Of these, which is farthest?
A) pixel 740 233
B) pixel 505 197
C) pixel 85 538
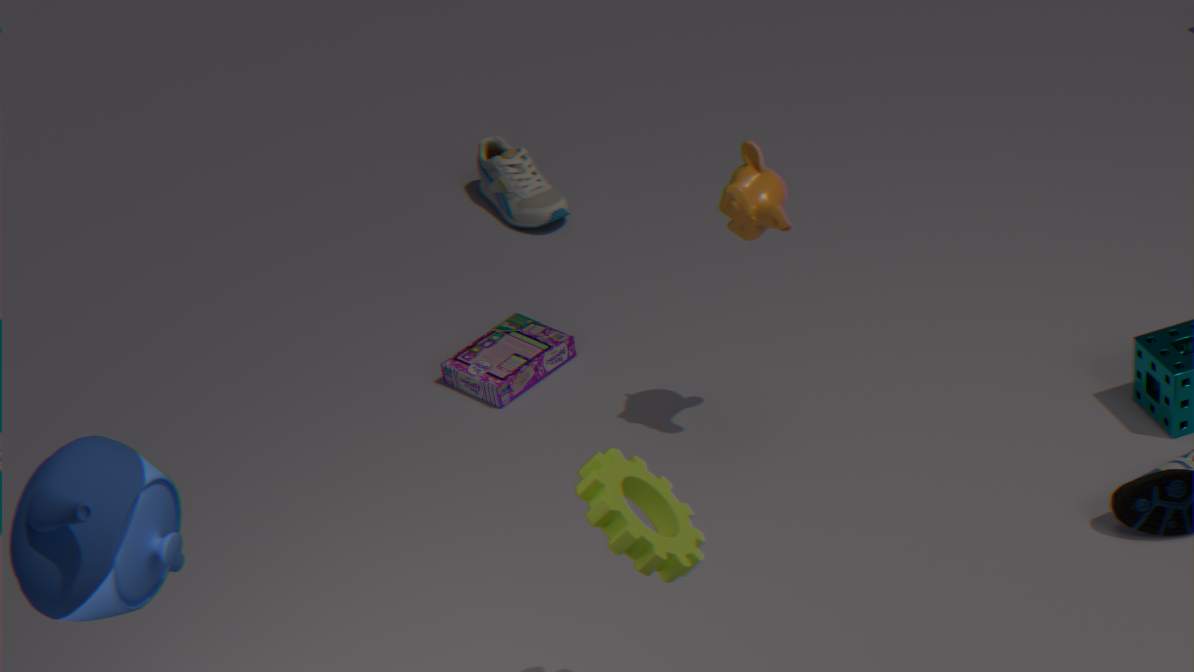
pixel 505 197
